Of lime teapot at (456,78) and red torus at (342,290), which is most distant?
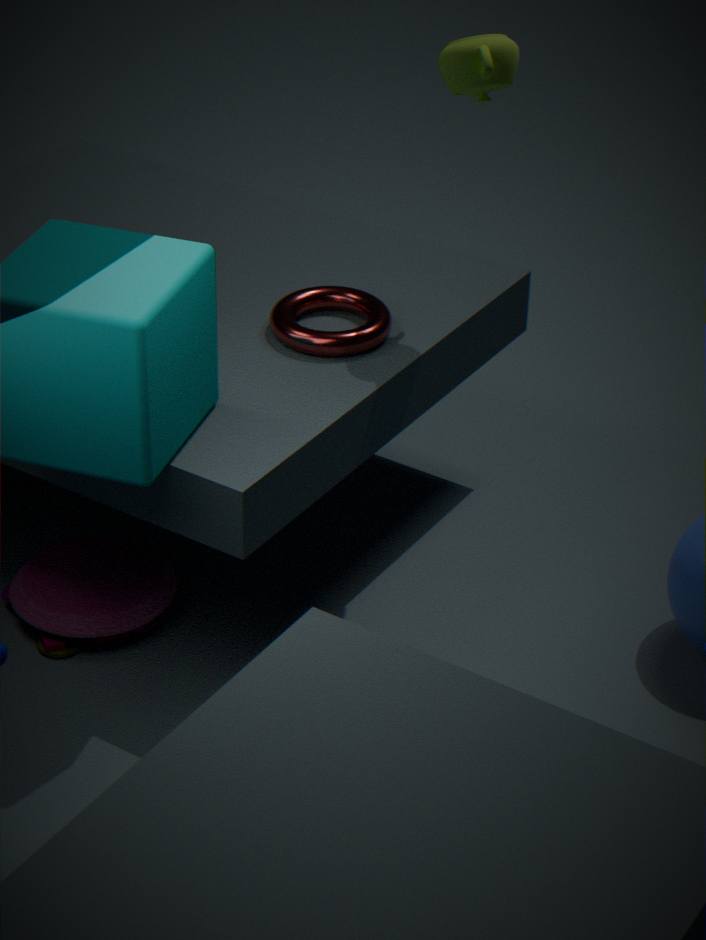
red torus at (342,290)
